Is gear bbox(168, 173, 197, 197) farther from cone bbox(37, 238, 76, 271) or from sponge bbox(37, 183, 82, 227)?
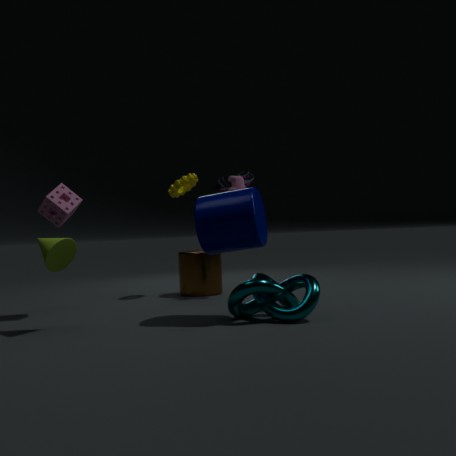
cone bbox(37, 238, 76, 271)
